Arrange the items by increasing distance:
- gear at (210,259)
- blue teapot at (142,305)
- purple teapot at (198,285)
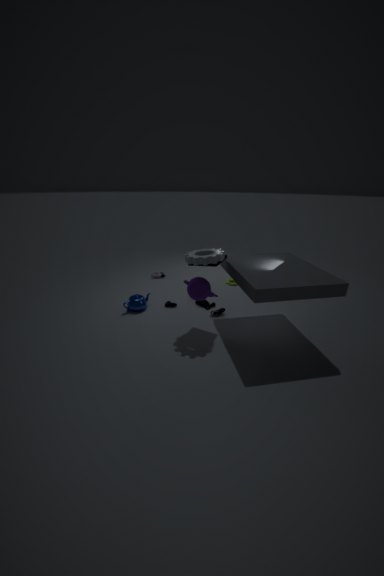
gear at (210,259) → purple teapot at (198,285) → blue teapot at (142,305)
